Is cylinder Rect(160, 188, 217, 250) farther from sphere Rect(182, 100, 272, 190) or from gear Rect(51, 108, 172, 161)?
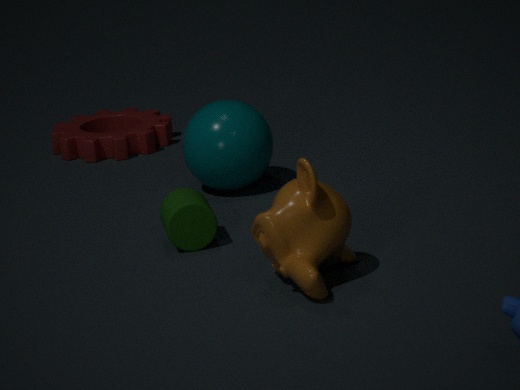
gear Rect(51, 108, 172, 161)
